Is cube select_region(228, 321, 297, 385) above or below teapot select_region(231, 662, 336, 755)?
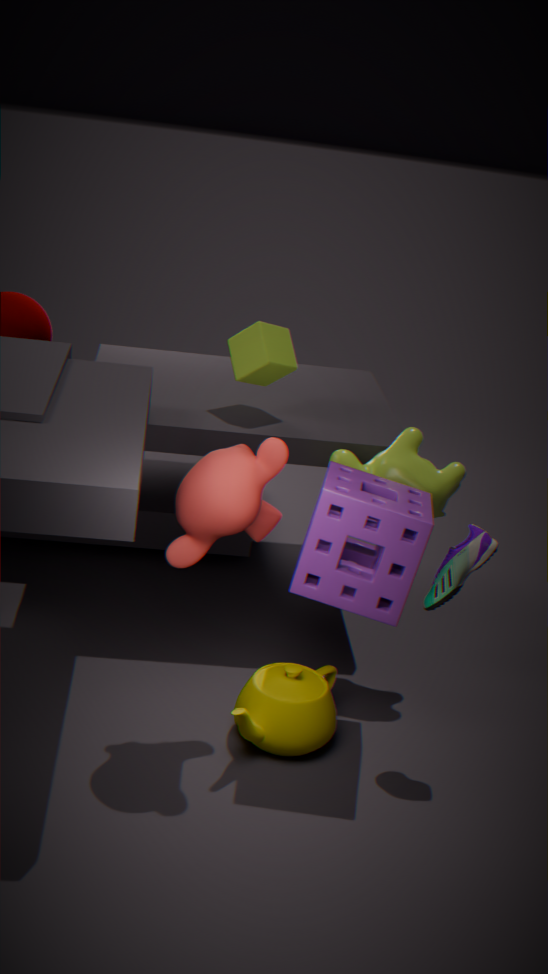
above
